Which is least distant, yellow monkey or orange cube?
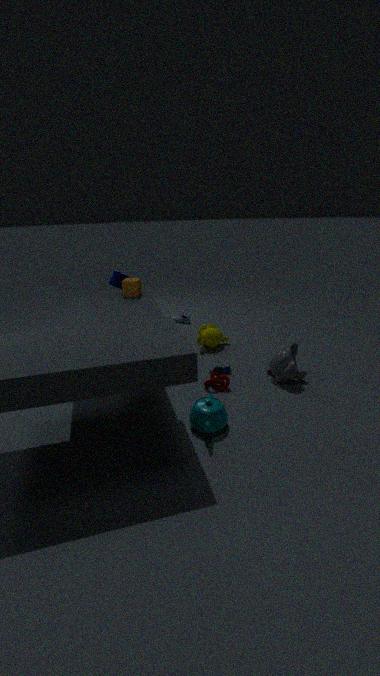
orange cube
